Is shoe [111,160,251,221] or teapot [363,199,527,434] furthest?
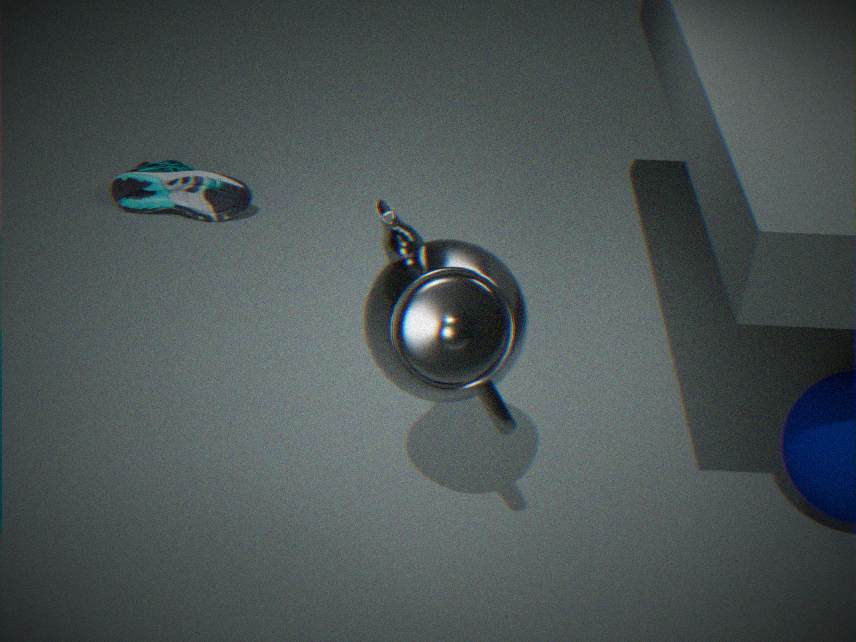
shoe [111,160,251,221]
